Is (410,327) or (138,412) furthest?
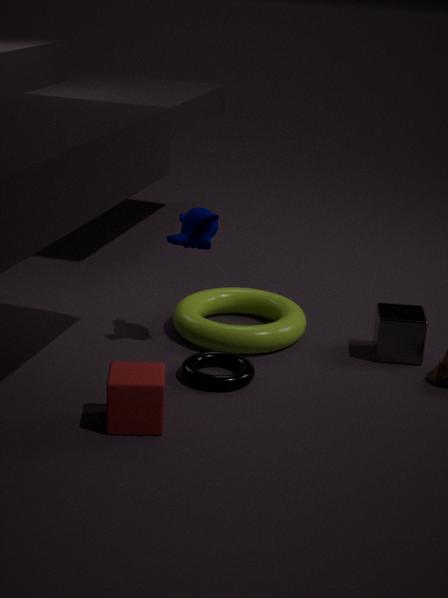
(410,327)
